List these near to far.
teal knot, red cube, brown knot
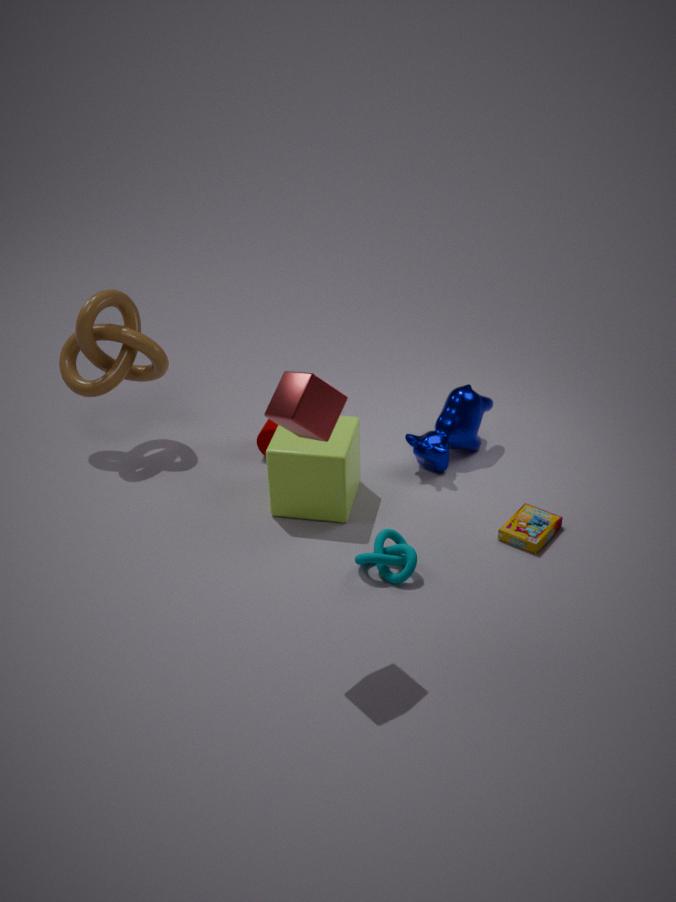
red cube → teal knot → brown knot
